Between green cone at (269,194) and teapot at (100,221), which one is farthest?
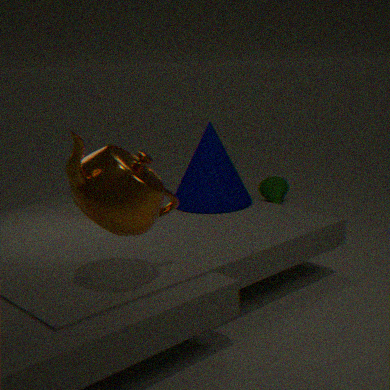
green cone at (269,194)
